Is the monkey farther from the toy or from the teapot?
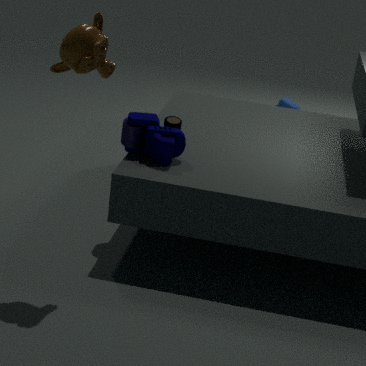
the teapot
